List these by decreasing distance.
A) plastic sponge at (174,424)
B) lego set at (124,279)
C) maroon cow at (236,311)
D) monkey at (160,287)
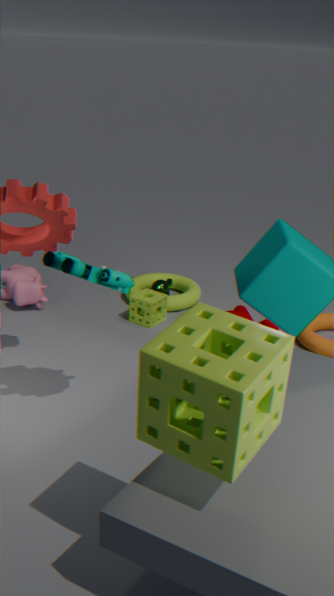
monkey at (160,287)
maroon cow at (236,311)
lego set at (124,279)
plastic sponge at (174,424)
